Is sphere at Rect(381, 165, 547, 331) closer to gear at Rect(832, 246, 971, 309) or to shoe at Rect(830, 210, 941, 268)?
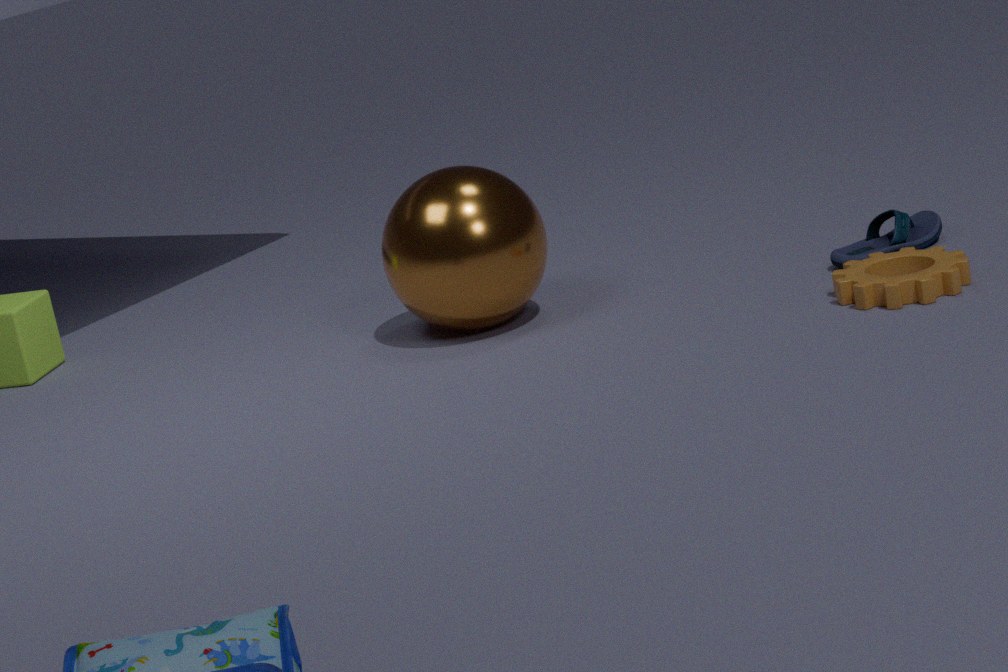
shoe at Rect(830, 210, 941, 268)
